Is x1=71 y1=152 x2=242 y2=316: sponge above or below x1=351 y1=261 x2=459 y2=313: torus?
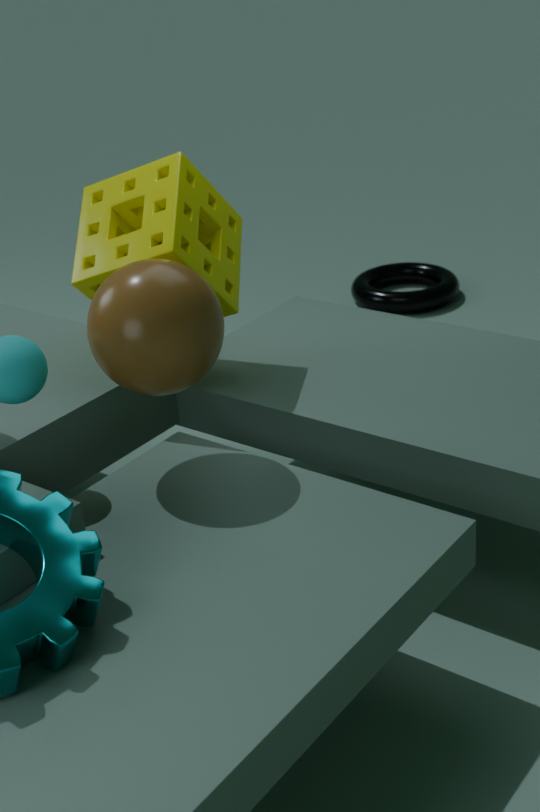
above
